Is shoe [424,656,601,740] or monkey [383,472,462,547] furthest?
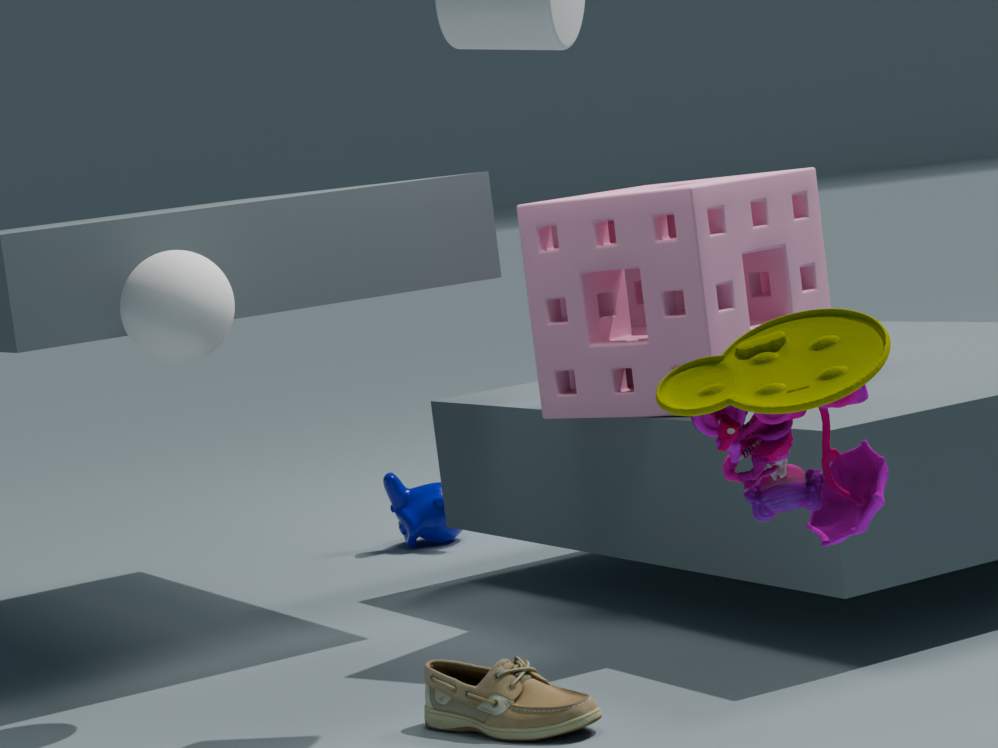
monkey [383,472,462,547]
